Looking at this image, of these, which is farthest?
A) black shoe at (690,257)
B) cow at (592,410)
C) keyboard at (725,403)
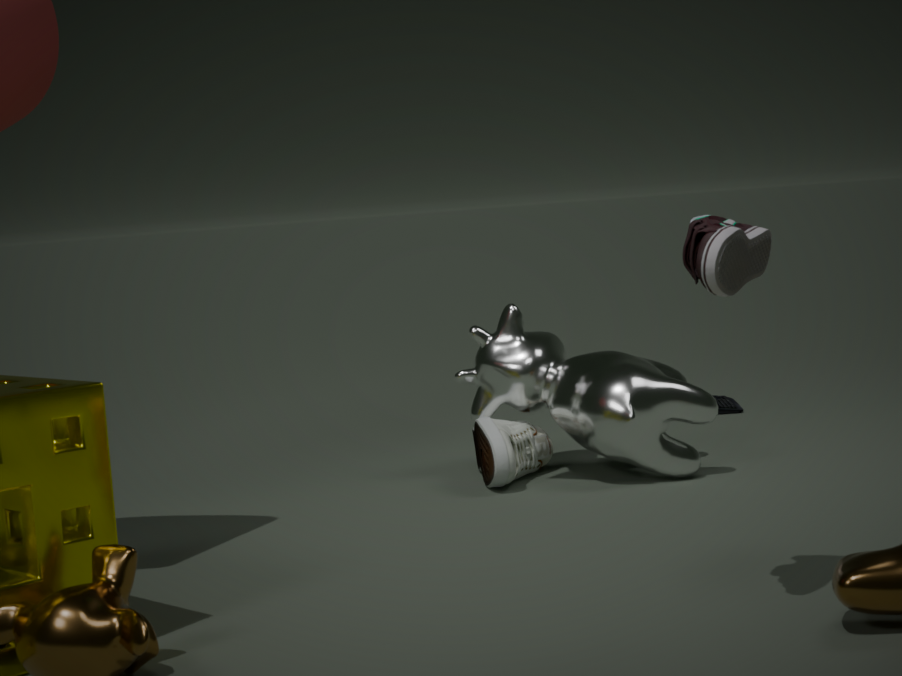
keyboard at (725,403)
